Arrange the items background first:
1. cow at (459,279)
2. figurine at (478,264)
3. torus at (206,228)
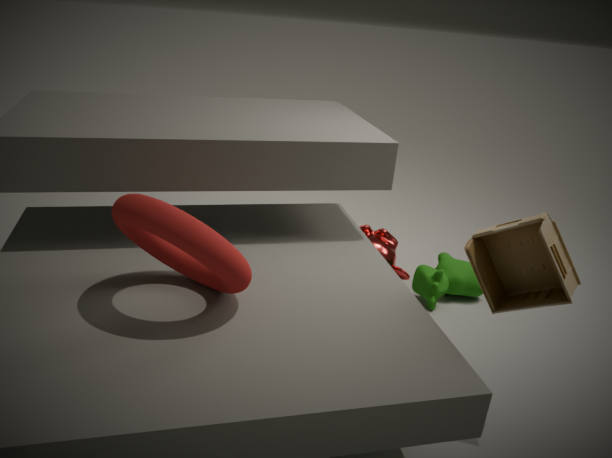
1. cow at (459,279)
2. figurine at (478,264)
3. torus at (206,228)
